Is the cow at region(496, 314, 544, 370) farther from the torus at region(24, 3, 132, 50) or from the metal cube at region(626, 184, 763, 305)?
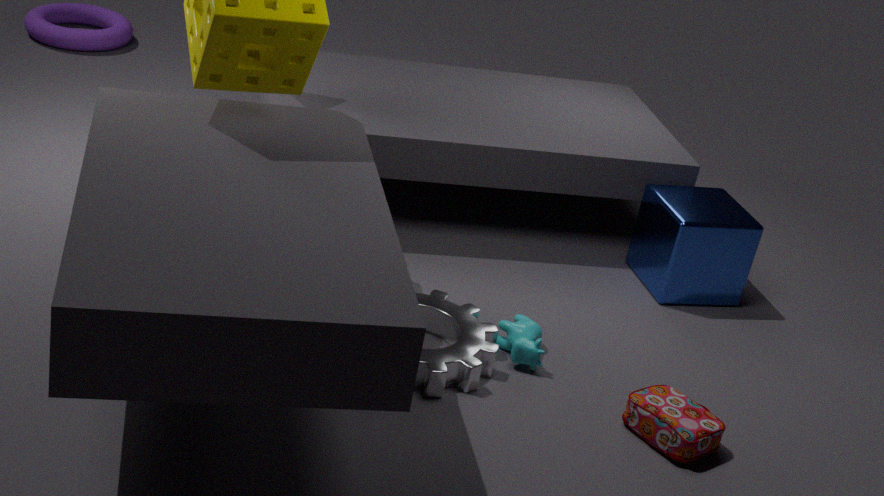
the torus at region(24, 3, 132, 50)
